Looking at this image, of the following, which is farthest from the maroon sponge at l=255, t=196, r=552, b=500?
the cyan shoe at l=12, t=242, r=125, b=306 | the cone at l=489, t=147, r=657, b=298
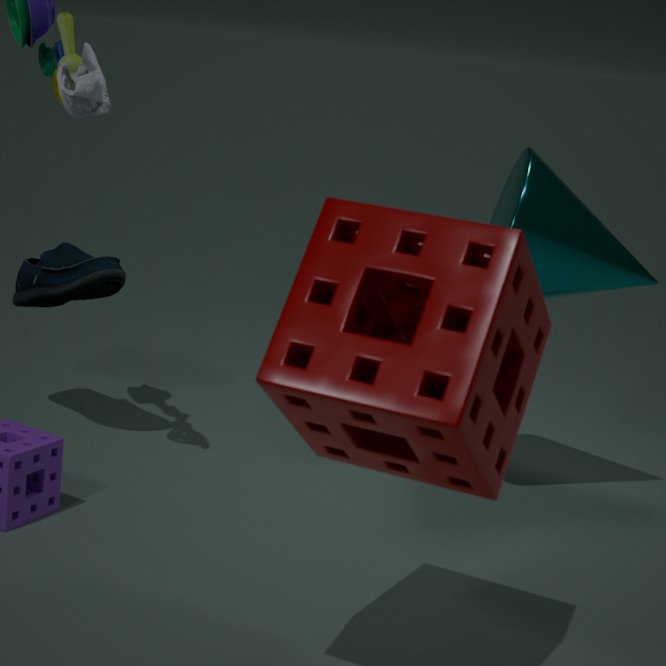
the cyan shoe at l=12, t=242, r=125, b=306
